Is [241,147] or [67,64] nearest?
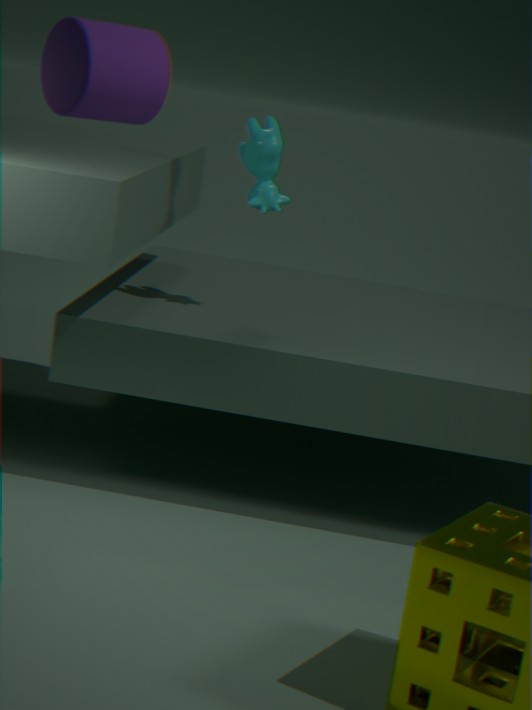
[67,64]
